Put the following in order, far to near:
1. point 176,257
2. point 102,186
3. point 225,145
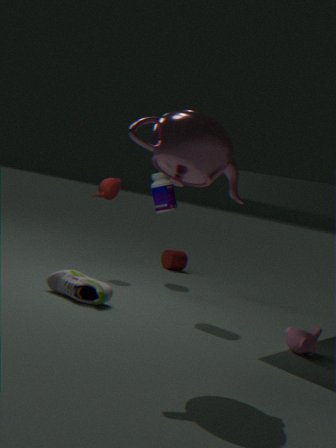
1. point 176,257
2. point 102,186
3. point 225,145
